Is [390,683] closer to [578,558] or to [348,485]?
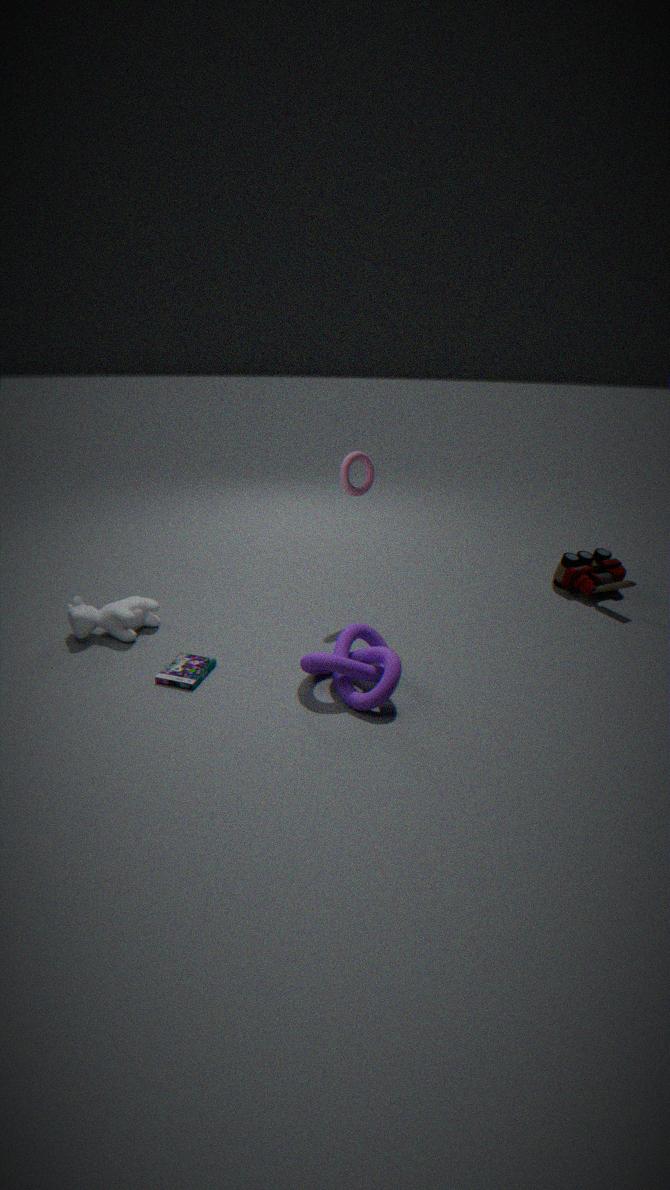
[348,485]
